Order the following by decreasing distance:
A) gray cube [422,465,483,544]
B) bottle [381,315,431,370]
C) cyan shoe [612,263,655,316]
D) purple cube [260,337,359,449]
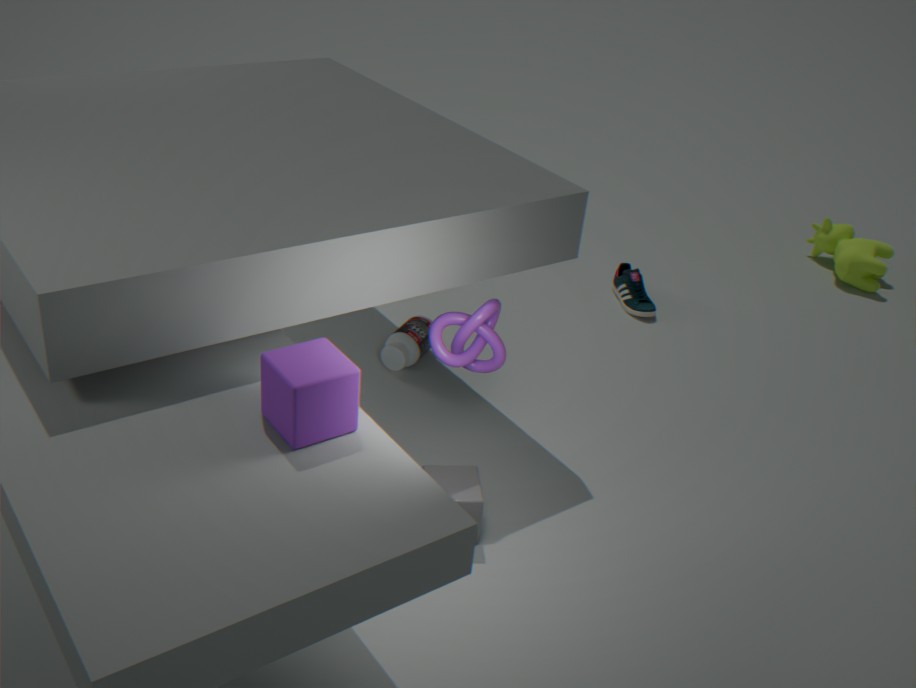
cyan shoe [612,263,655,316] → bottle [381,315,431,370] → gray cube [422,465,483,544] → purple cube [260,337,359,449]
